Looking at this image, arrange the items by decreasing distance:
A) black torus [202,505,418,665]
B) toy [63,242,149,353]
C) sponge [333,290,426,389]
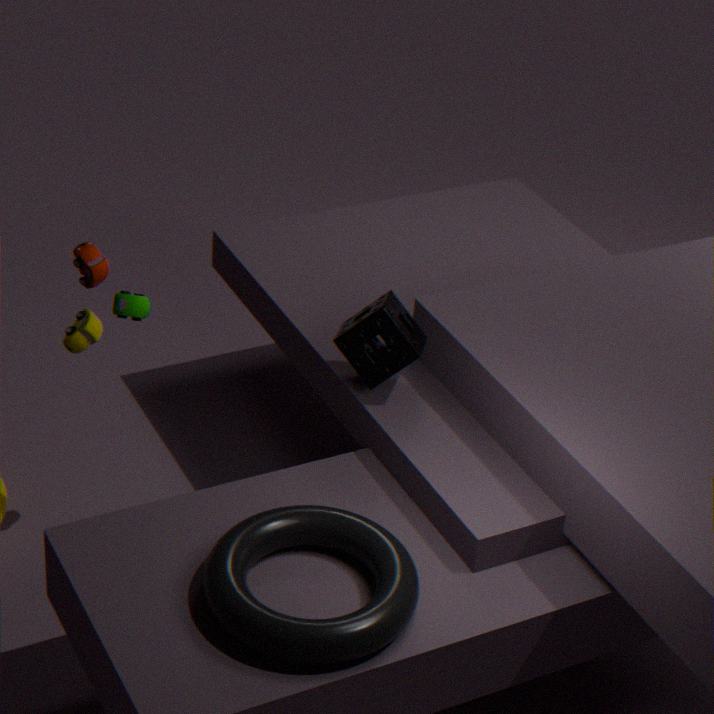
sponge [333,290,426,389] → toy [63,242,149,353] → black torus [202,505,418,665]
